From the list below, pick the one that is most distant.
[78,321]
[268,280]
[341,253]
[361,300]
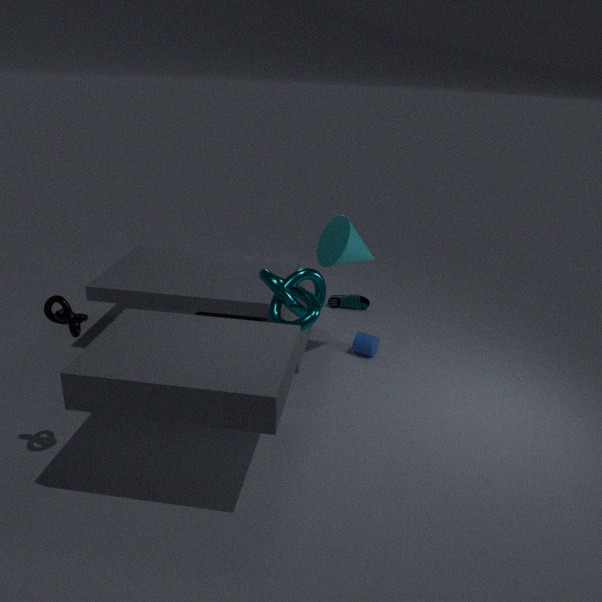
[361,300]
